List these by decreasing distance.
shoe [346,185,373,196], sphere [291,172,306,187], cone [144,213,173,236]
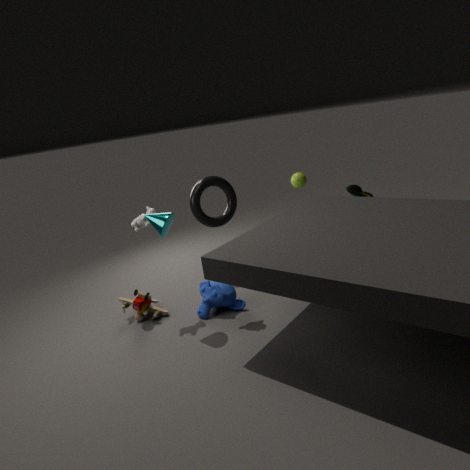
1. sphere [291,172,306,187]
2. shoe [346,185,373,196]
3. cone [144,213,173,236]
